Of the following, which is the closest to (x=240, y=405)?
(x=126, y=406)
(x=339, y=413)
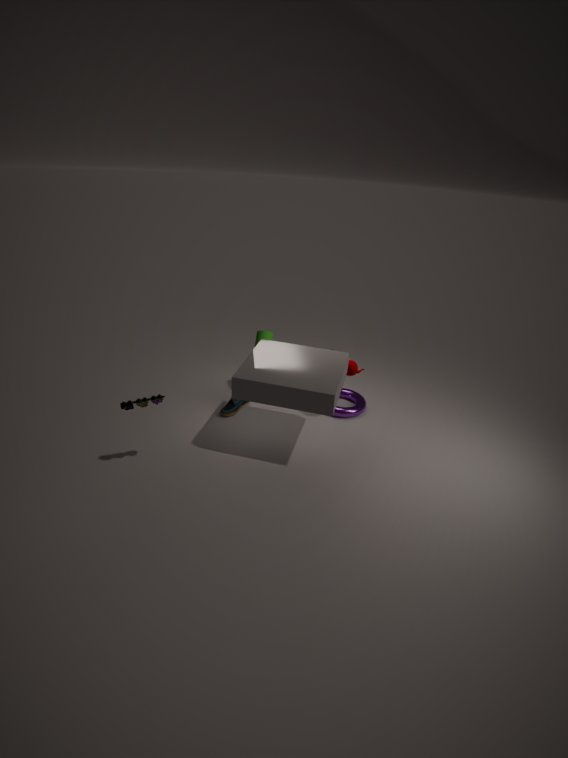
(x=339, y=413)
